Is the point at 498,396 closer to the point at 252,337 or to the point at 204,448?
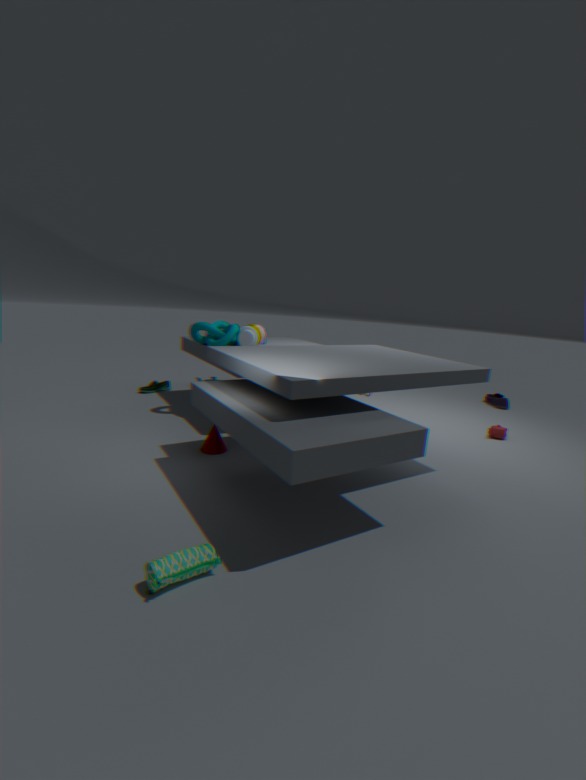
the point at 252,337
